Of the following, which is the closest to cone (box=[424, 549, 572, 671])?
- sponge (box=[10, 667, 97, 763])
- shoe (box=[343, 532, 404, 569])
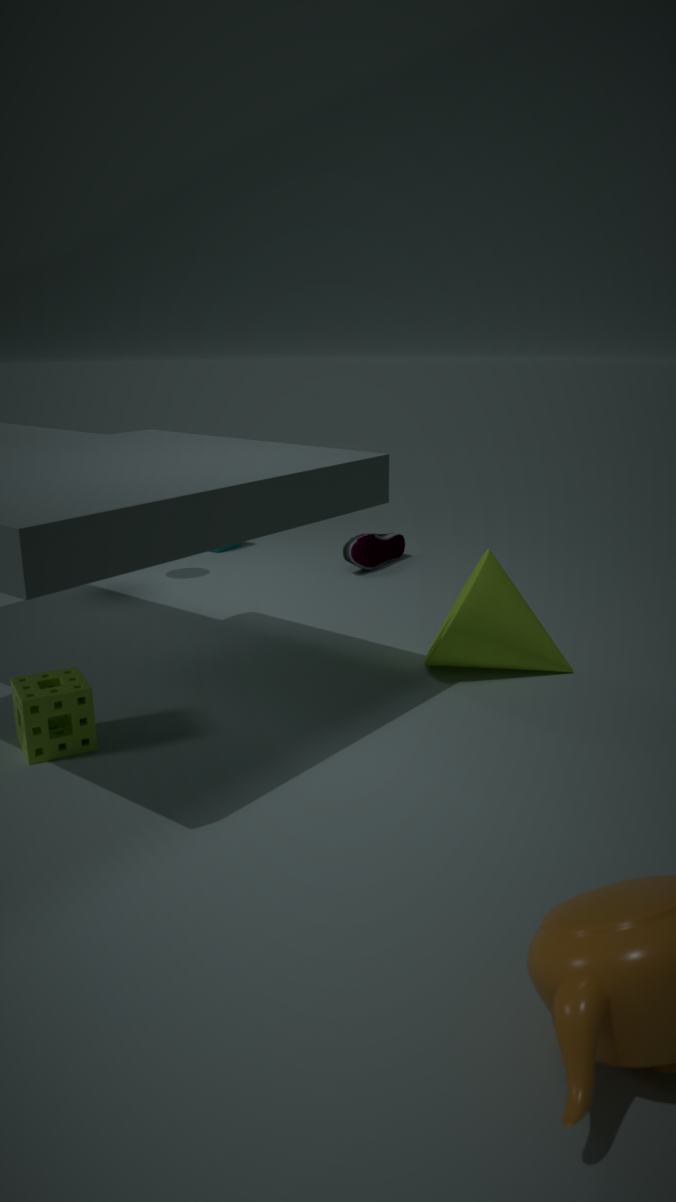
shoe (box=[343, 532, 404, 569])
